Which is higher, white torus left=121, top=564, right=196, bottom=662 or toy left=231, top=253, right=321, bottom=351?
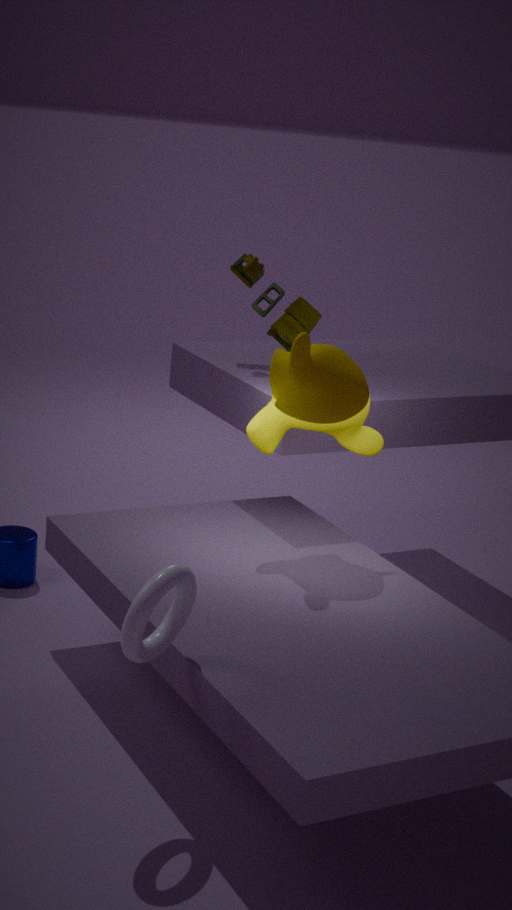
toy left=231, top=253, right=321, bottom=351
